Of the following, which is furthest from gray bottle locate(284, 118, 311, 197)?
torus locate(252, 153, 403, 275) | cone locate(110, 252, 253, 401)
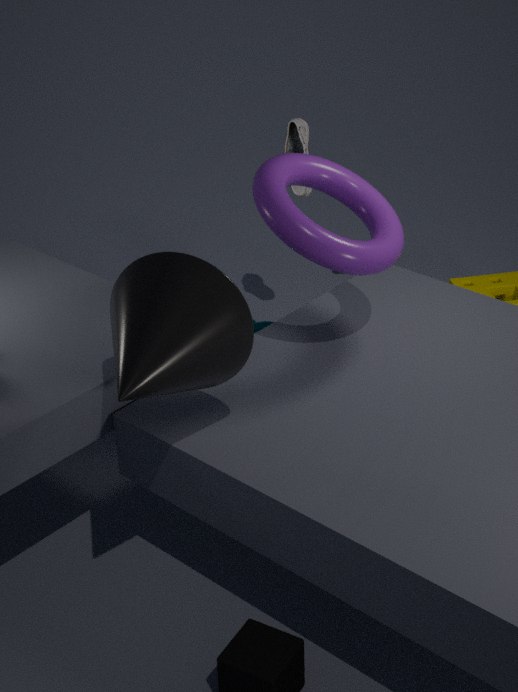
cone locate(110, 252, 253, 401)
